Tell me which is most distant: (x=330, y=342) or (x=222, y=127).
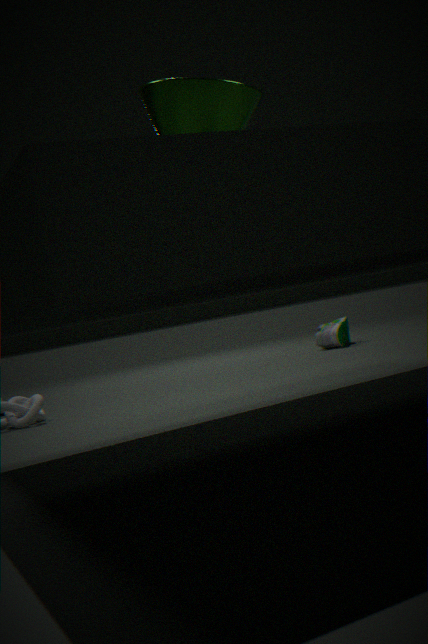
(x=330, y=342)
